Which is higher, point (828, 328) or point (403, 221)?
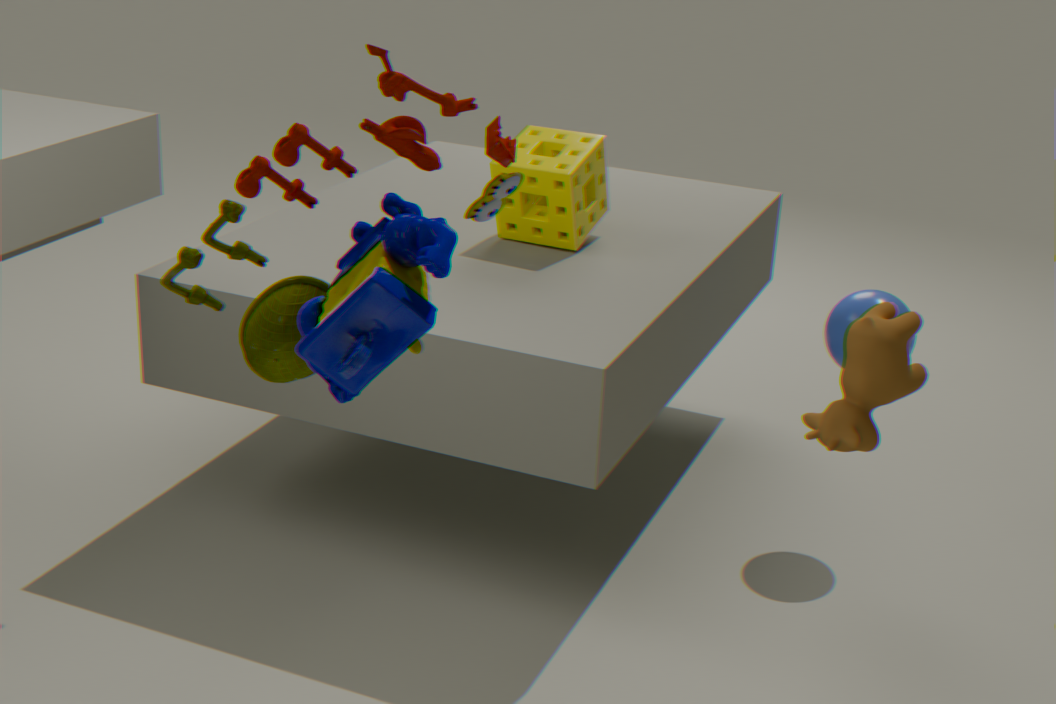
point (403, 221)
